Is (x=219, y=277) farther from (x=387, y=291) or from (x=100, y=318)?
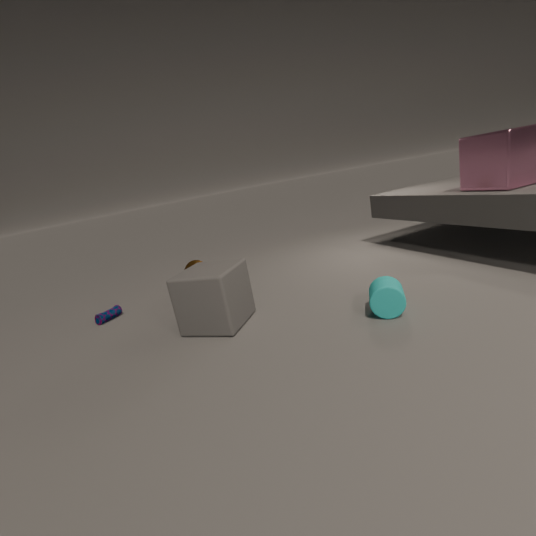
(x=100, y=318)
